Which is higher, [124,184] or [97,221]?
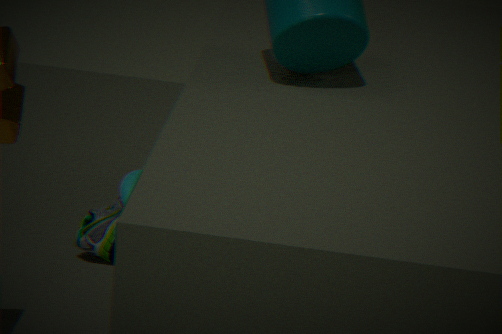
[124,184]
